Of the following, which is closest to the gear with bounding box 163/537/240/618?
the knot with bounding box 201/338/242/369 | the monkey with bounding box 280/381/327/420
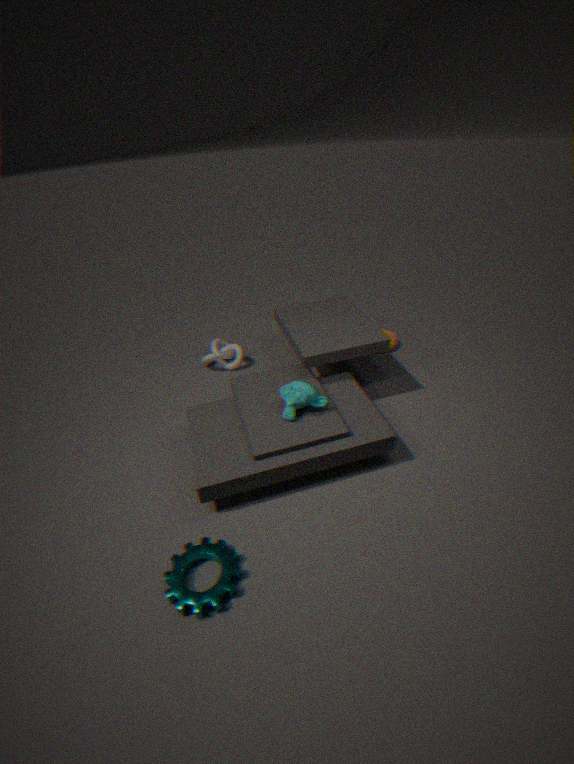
the monkey with bounding box 280/381/327/420
